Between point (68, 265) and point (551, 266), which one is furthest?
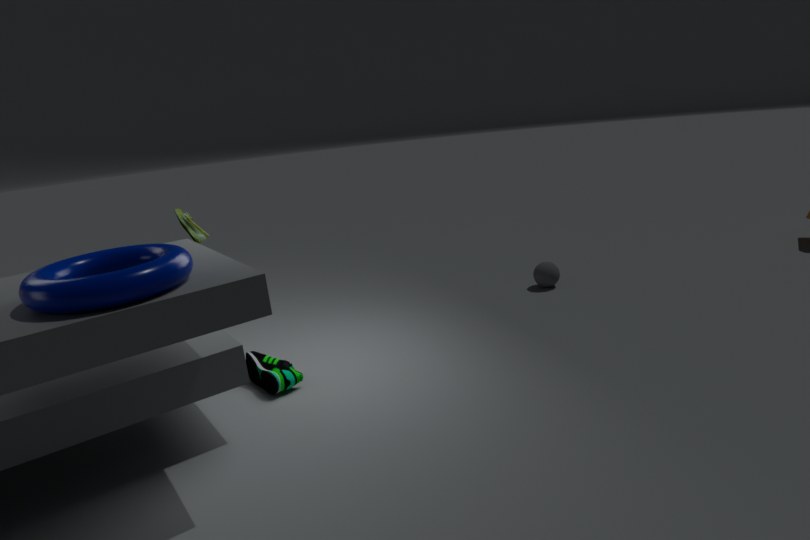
point (551, 266)
